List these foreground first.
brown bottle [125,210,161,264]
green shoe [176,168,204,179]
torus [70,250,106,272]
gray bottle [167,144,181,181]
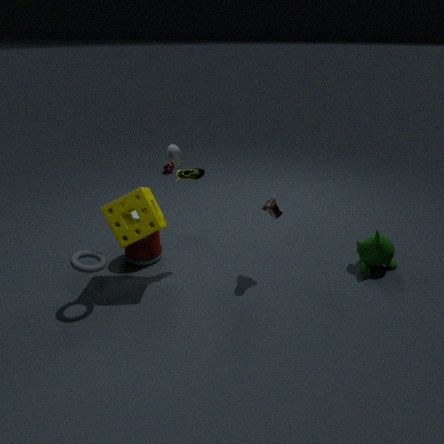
torus [70,250,106,272]
green shoe [176,168,204,179]
brown bottle [125,210,161,264]
gray bottle [167,144,181,181]
